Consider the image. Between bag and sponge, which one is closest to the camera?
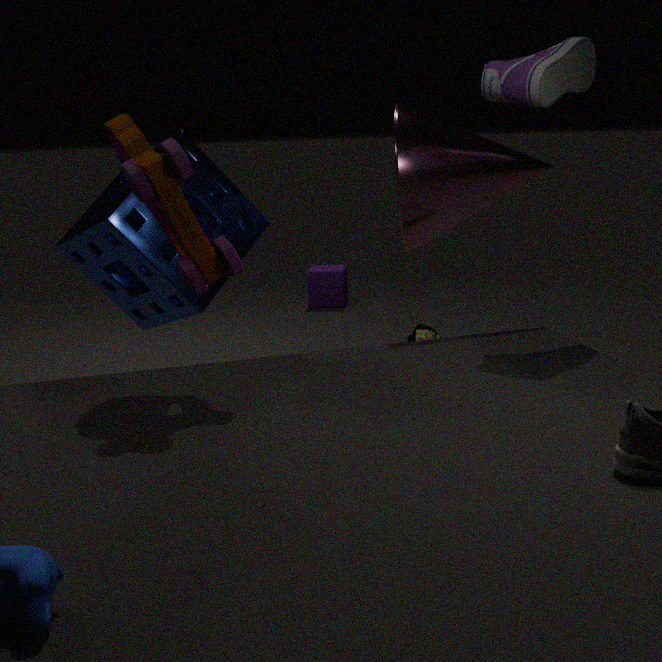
sponge
